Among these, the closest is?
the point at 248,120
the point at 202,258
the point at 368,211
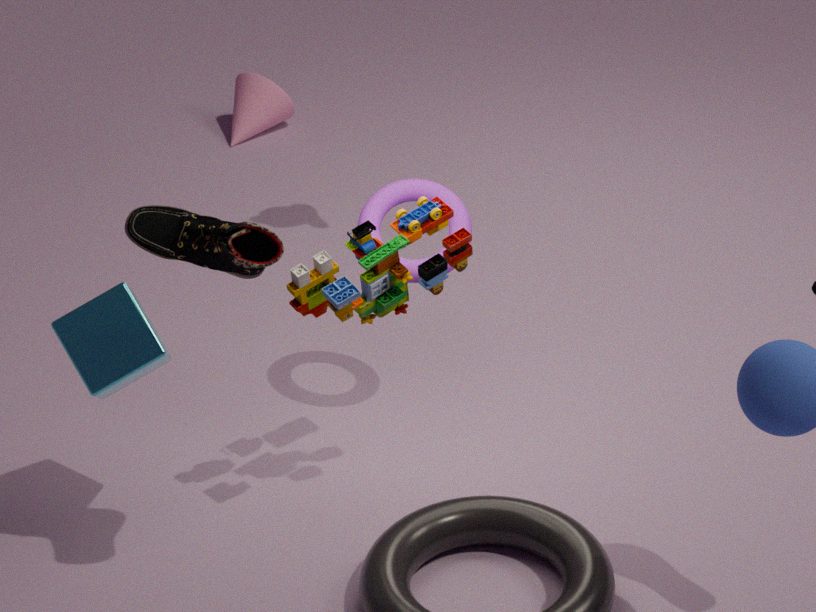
the point at 202,258
